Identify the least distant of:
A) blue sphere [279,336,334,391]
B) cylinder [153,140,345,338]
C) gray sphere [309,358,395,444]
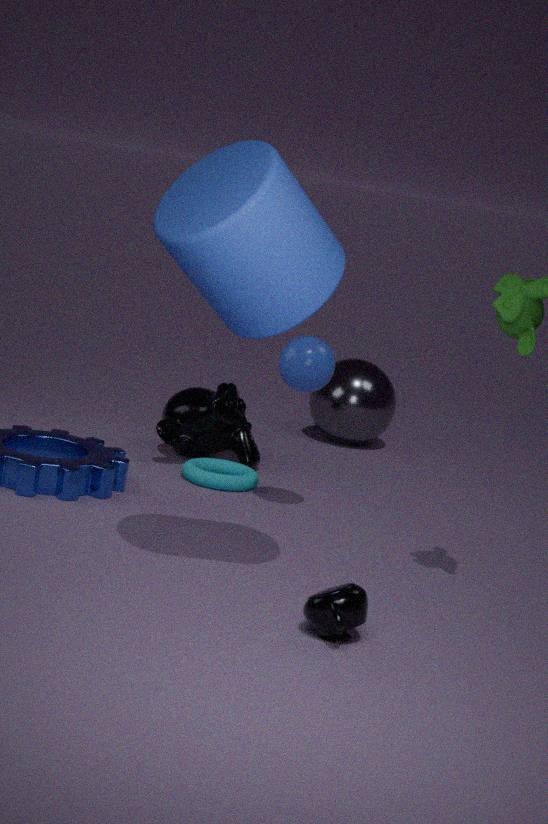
cylinder [153,140,345,338]
